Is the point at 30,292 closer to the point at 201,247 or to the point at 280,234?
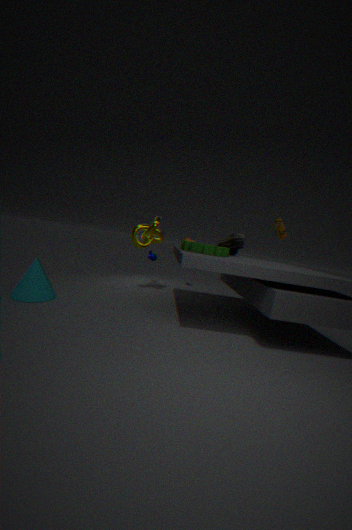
the point at 201,247
